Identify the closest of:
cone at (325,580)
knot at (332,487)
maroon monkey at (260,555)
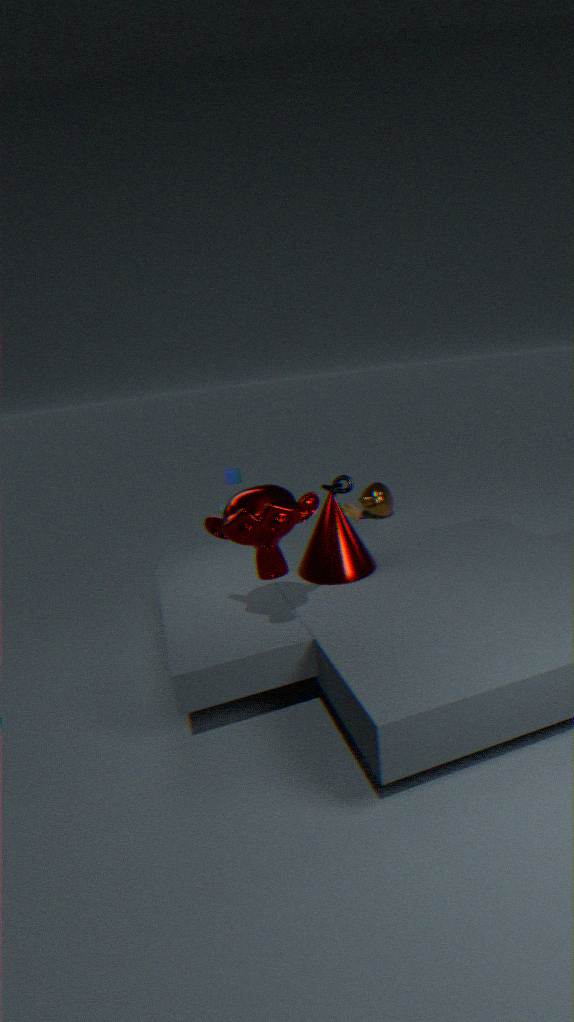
maroon monkey at (260,555)
